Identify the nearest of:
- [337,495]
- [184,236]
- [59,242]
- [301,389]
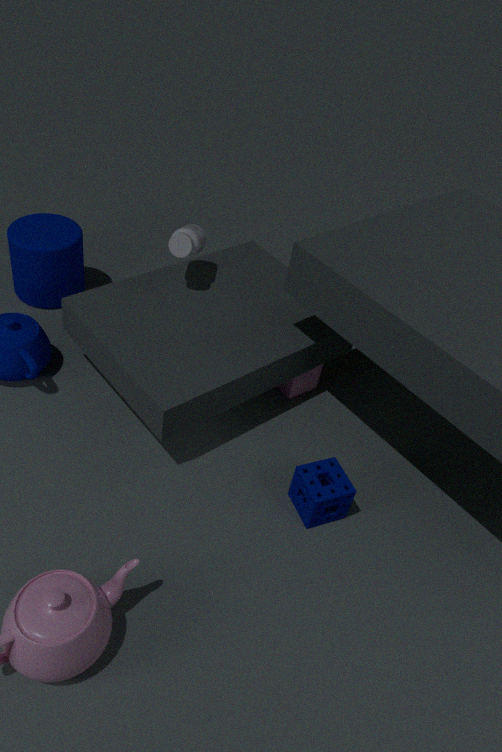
[337,495]
